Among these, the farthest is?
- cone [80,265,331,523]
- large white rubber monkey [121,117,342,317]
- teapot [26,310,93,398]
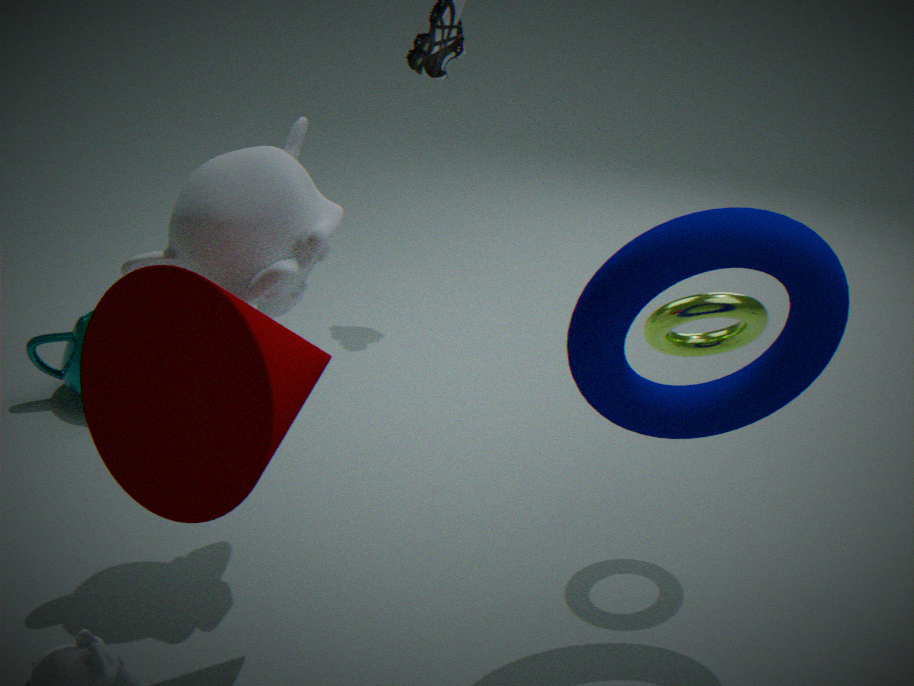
teapot [26,310,93,398]
